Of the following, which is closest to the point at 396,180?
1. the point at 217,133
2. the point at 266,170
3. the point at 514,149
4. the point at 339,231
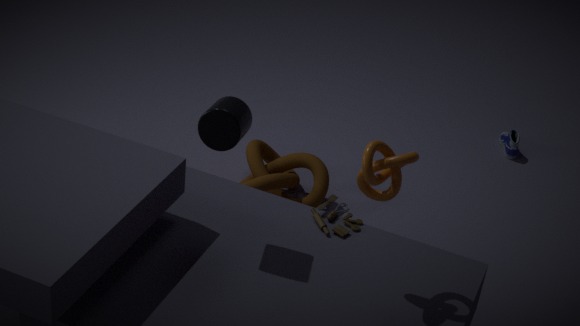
the point at 339,231
